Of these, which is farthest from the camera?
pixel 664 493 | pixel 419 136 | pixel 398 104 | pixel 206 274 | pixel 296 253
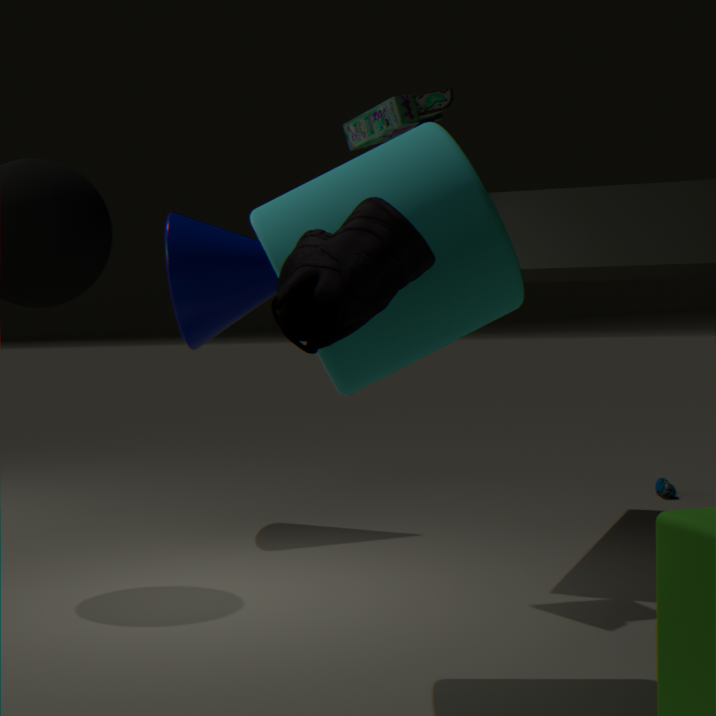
pixel 664 493
